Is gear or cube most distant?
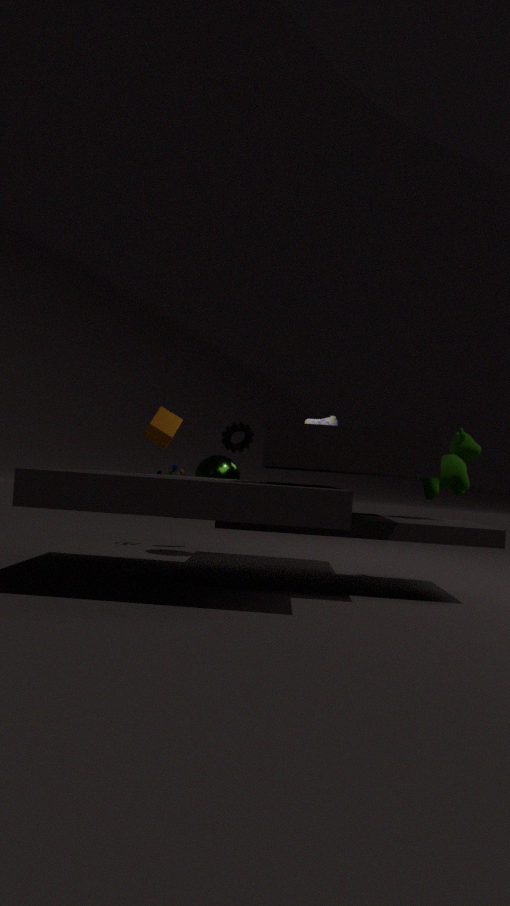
gear
